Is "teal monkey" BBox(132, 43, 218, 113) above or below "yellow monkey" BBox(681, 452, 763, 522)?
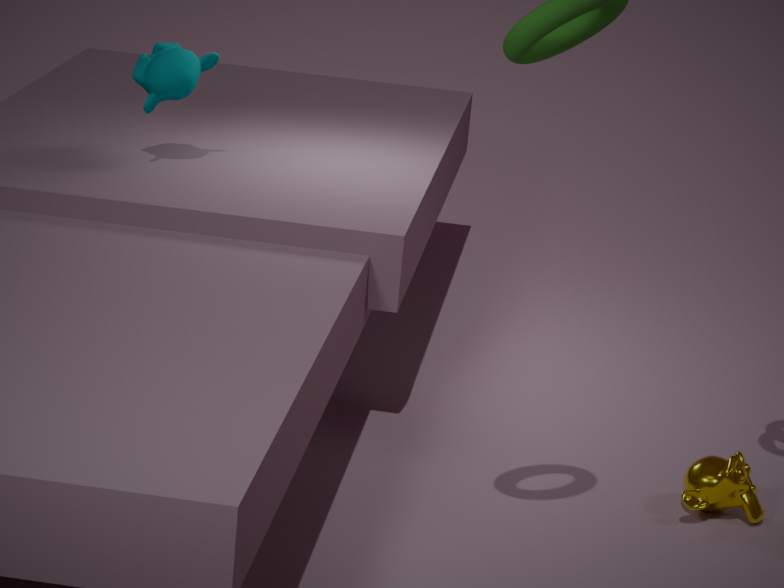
above
